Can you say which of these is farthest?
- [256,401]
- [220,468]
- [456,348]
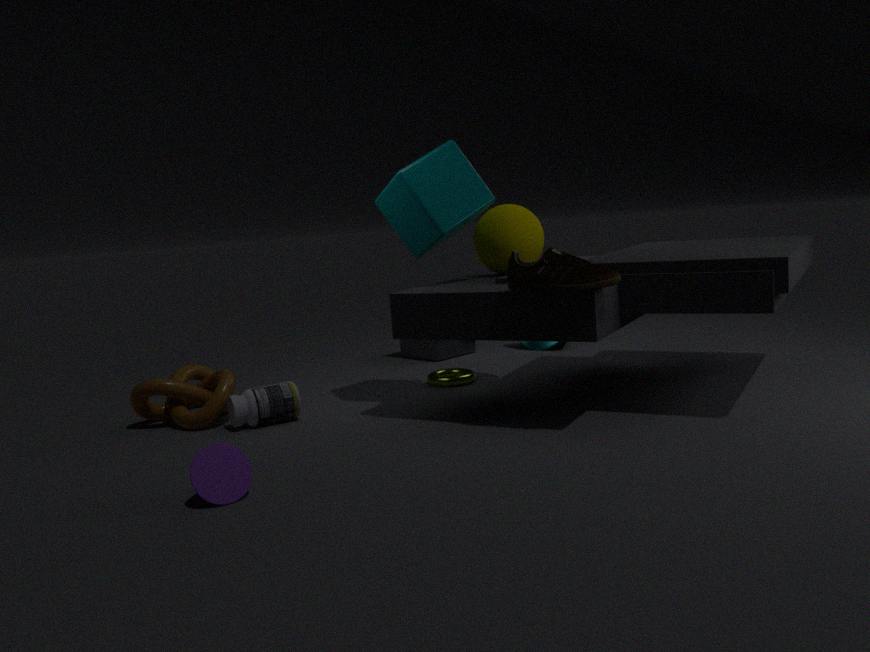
[456,348]
